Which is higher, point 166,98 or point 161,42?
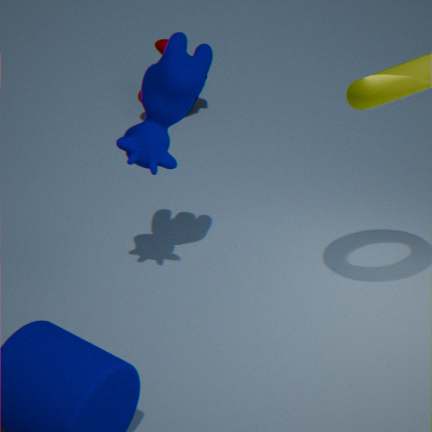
point 166,98
